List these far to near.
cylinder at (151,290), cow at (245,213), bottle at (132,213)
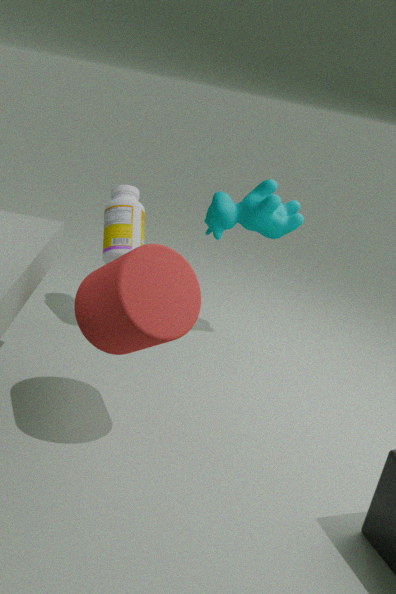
cow at (245,213)
bottle at (132,213)
cylinder at (151,290)
